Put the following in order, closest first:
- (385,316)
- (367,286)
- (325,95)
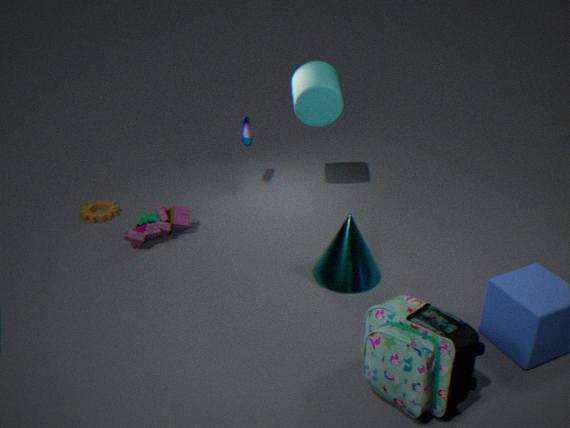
(385,316) → (367,286) → (325,95)
